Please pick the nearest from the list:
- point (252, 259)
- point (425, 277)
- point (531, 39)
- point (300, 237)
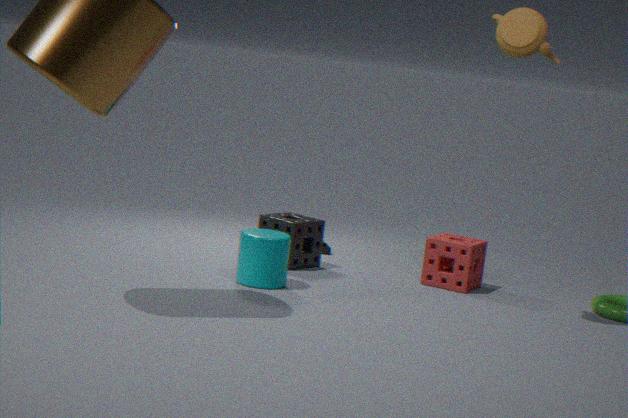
point (531, 39)
